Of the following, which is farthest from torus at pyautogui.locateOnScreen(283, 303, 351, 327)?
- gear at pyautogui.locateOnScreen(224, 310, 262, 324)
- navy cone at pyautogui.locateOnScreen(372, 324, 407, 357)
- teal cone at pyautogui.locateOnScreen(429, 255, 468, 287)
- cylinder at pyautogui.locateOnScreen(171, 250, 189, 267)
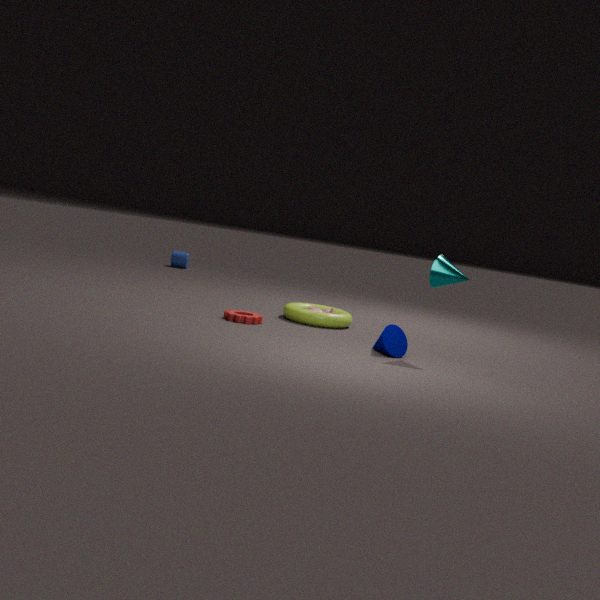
cylinder at pyautogui.locateOnScreen(171, 250, 189, 267)
